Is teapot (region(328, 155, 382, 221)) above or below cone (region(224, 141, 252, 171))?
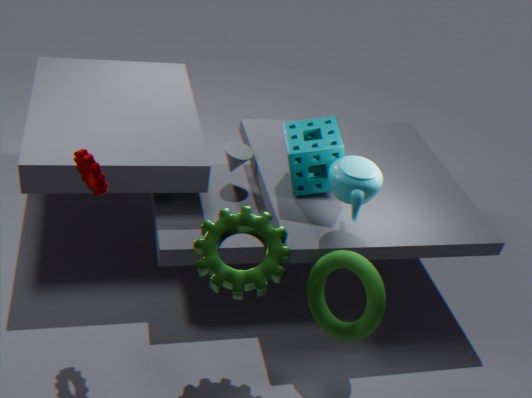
above
